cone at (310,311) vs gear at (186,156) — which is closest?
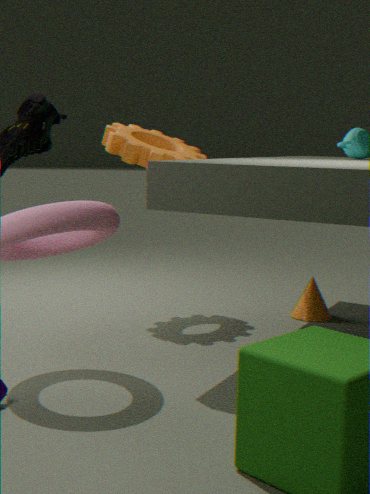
gear at (186,156)
